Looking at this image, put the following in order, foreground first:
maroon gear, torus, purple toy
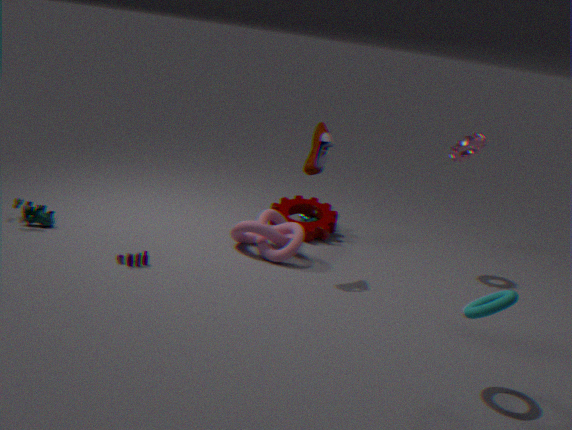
torus
purple toy
maroon gear
